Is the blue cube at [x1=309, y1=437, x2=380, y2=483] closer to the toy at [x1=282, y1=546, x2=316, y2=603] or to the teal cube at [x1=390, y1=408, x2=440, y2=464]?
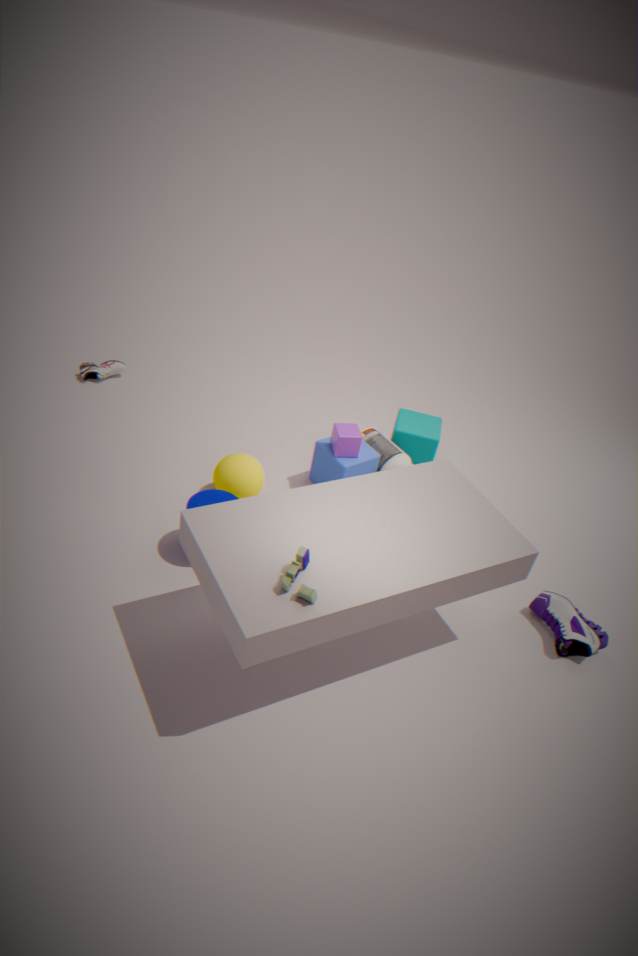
the teal cube at [x1=390, y1=408, x2=440, y2=464]
